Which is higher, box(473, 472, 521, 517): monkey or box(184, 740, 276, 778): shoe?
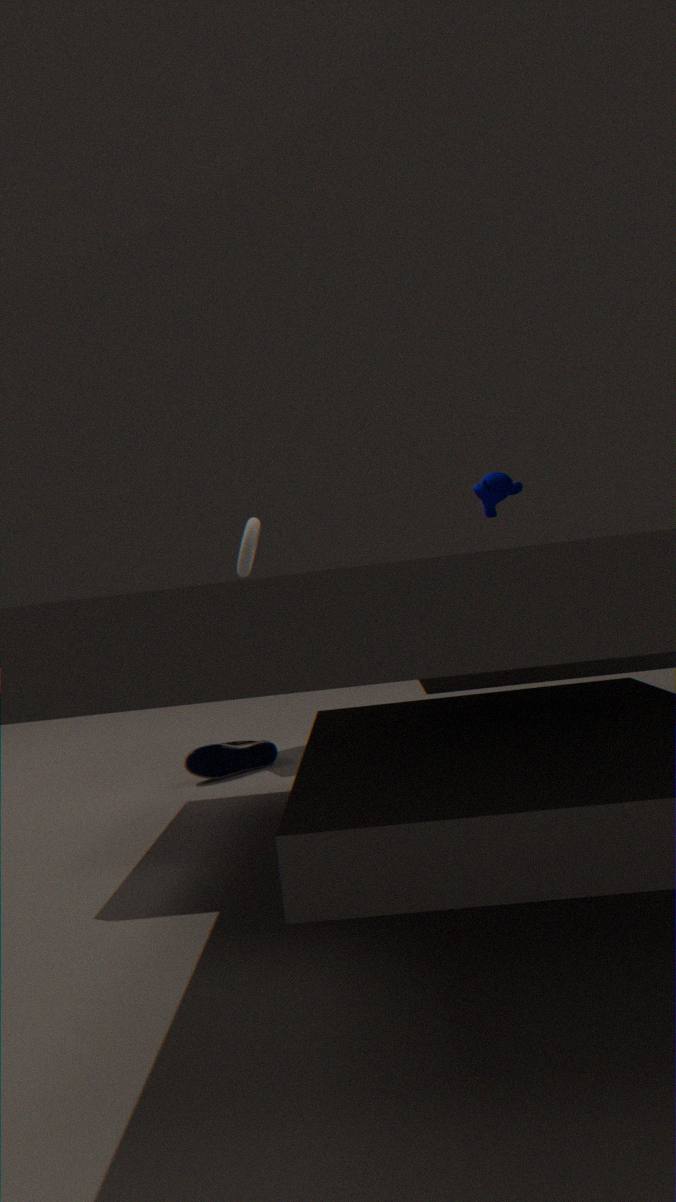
box(473, 472, 521, 517): monkey
